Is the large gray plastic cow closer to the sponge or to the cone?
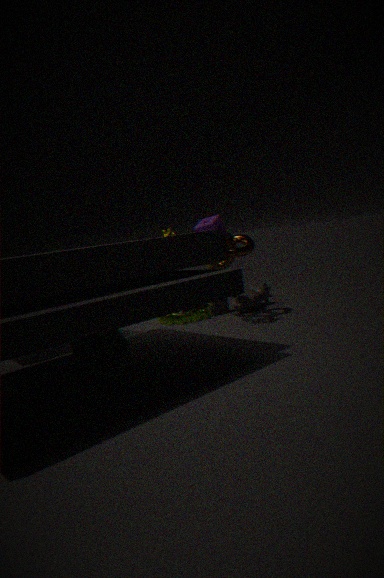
the sponge
